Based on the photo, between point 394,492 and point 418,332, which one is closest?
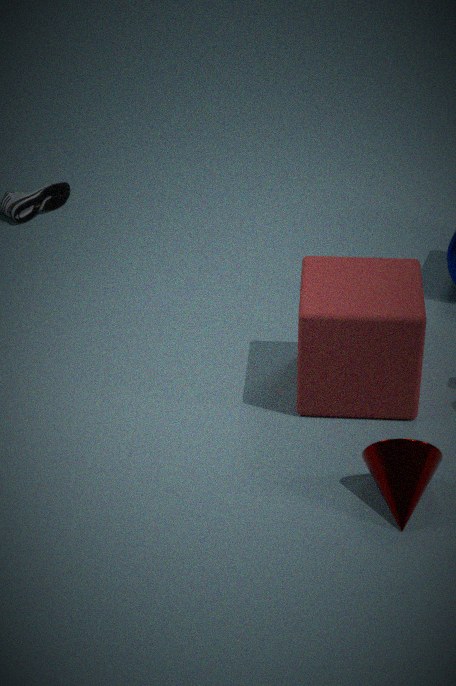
point 394,492
